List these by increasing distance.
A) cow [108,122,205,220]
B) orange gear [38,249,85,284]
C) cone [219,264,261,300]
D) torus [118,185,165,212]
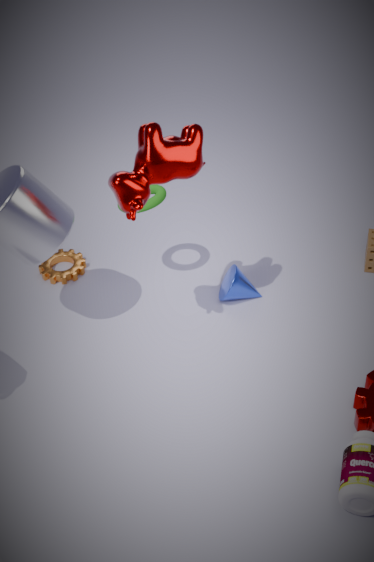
cow [108,122,205,220] < torus [118,185,165,212] < cone [219,264,261,300] < orange gear [38,249,85,284]
